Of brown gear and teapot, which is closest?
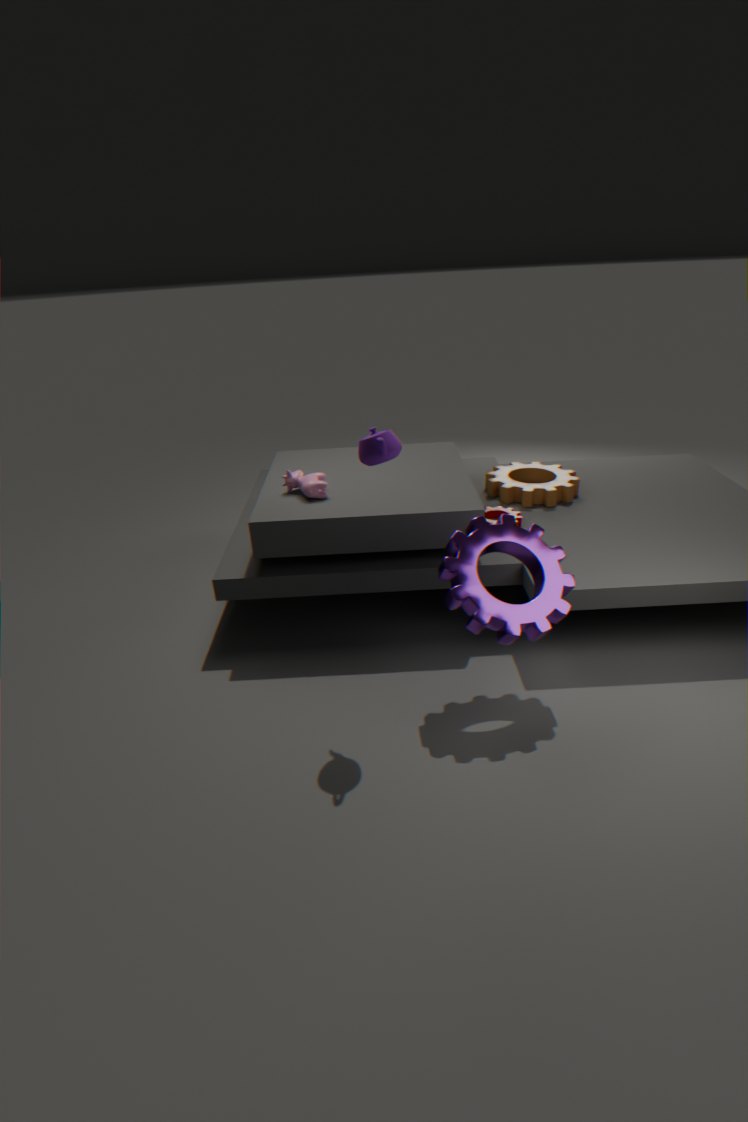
teapot
